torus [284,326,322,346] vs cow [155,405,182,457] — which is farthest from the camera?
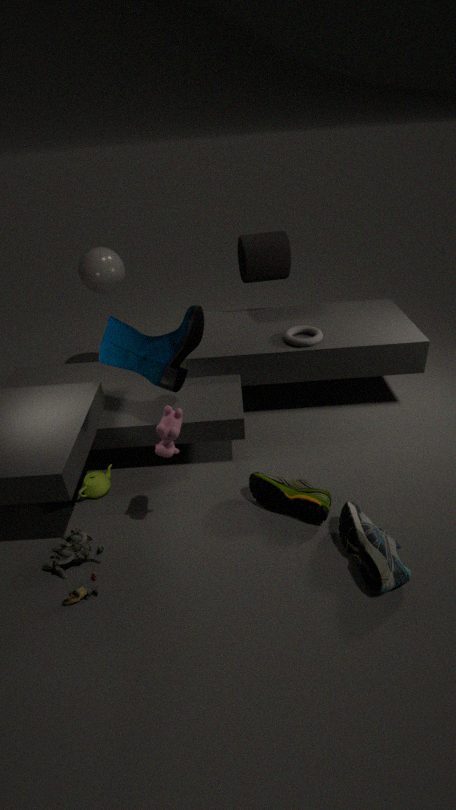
torus [284,326,322,346]
